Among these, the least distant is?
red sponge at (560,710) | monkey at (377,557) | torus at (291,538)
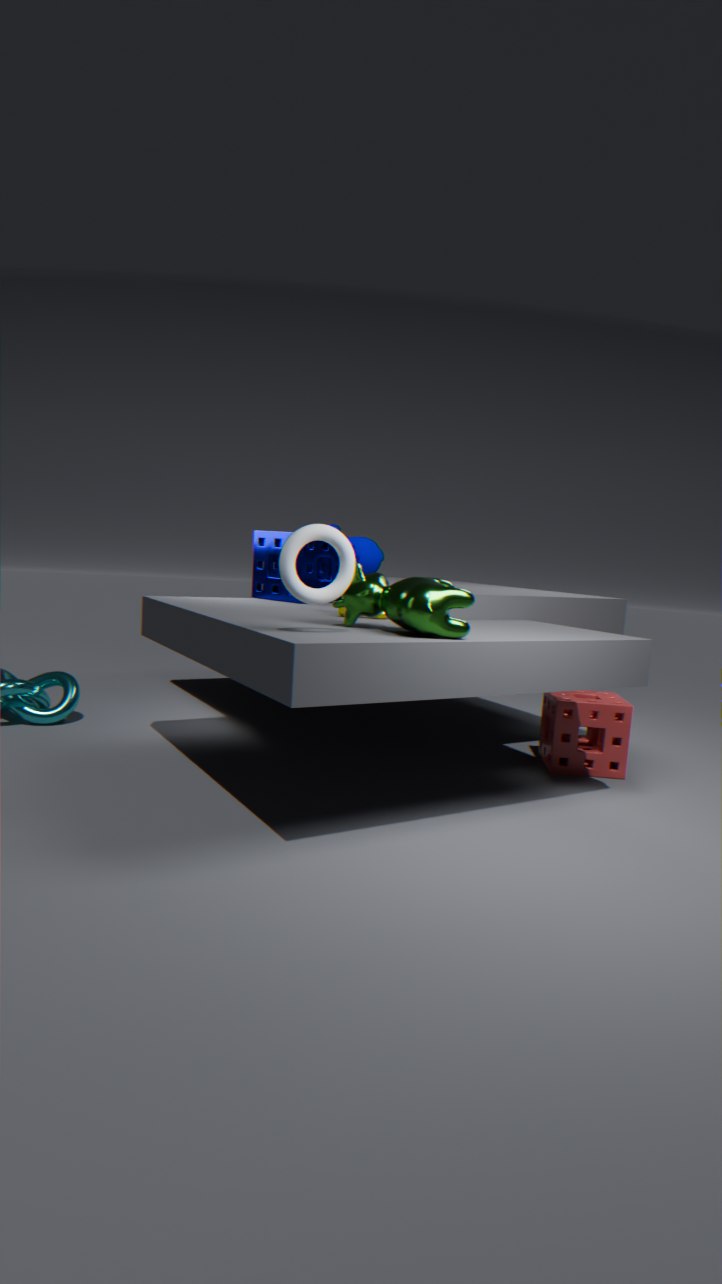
torus at (291,538)
